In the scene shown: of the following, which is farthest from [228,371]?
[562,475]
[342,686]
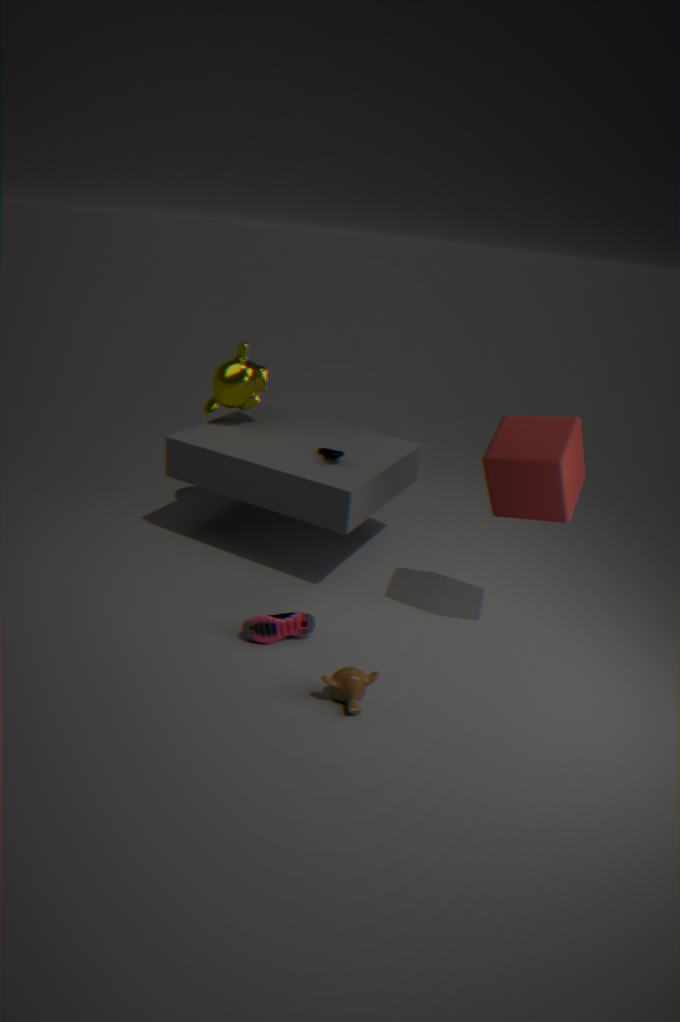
[342,686]
